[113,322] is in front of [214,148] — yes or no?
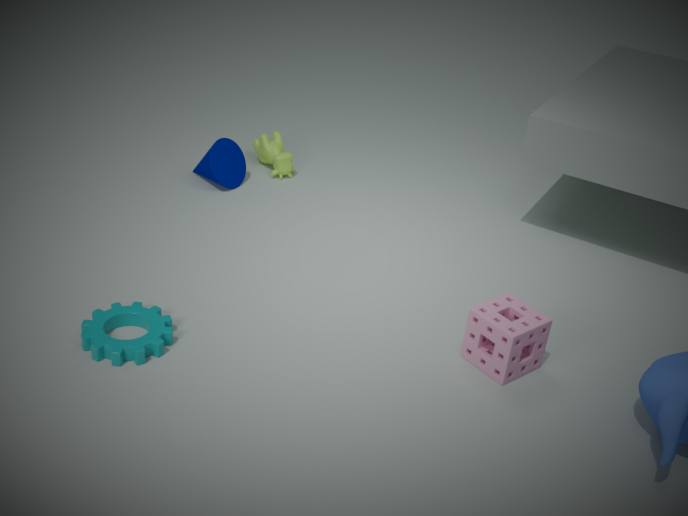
Yes
